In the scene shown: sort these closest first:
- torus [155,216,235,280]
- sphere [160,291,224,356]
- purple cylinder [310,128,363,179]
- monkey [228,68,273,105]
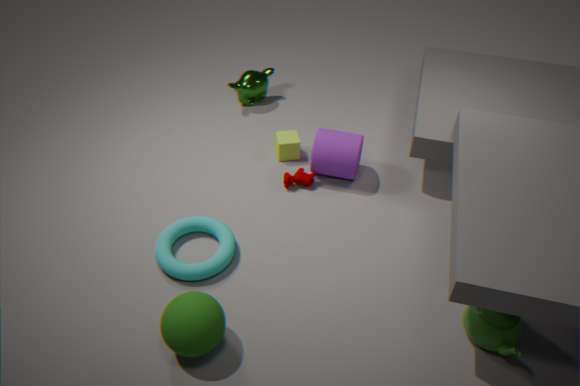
sphere [160,291,224,356] < torus [155,216,235,280] < purple cylinder [310,128,363,179] < monkey [228,68,273,105]
